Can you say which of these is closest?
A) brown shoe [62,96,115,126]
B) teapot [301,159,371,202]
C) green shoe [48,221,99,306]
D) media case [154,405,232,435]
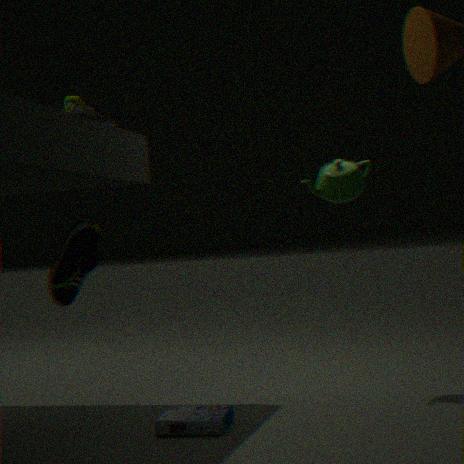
media case [154,405,232,435]
